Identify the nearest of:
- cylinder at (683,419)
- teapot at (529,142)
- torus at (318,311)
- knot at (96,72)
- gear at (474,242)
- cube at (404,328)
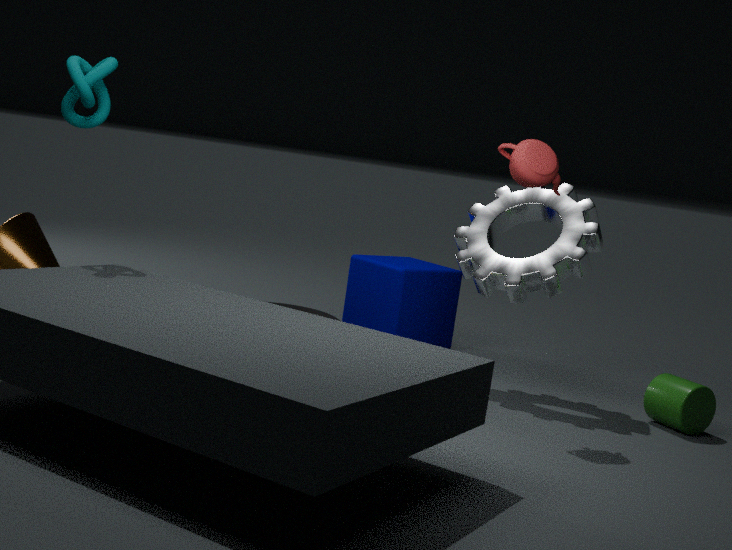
teapot at (529,142)
